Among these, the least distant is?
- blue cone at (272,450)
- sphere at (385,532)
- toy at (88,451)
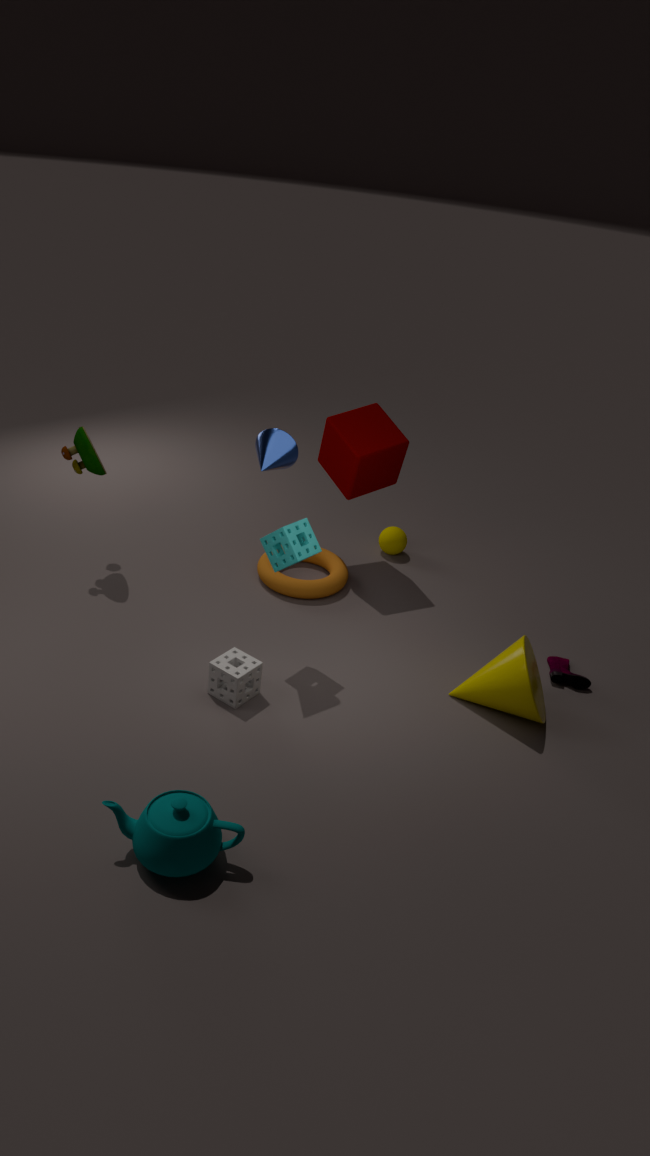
blue cone at (272,450)
